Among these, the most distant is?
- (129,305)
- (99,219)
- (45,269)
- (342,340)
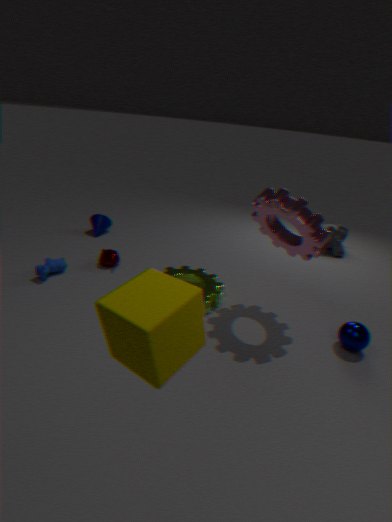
(99,219)
